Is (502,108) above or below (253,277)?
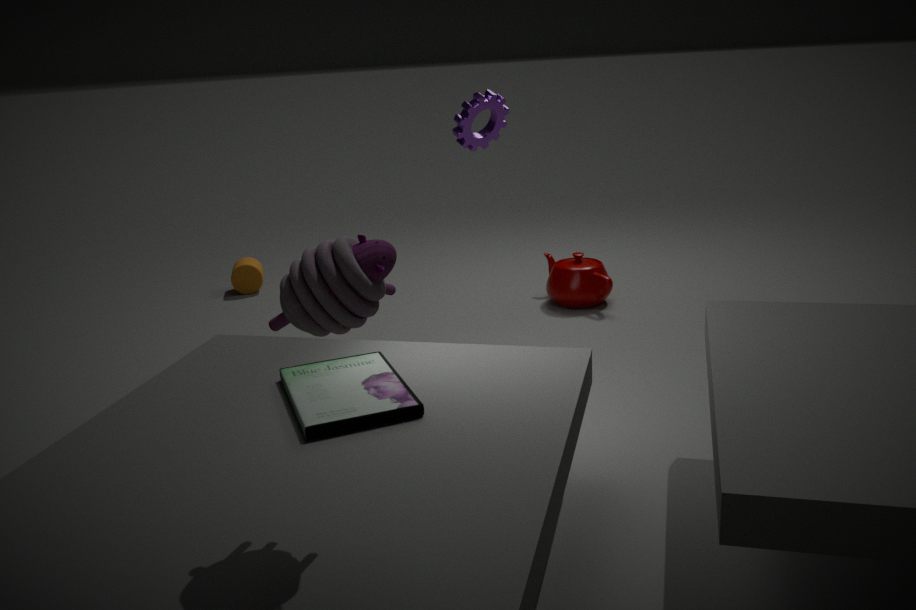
above
